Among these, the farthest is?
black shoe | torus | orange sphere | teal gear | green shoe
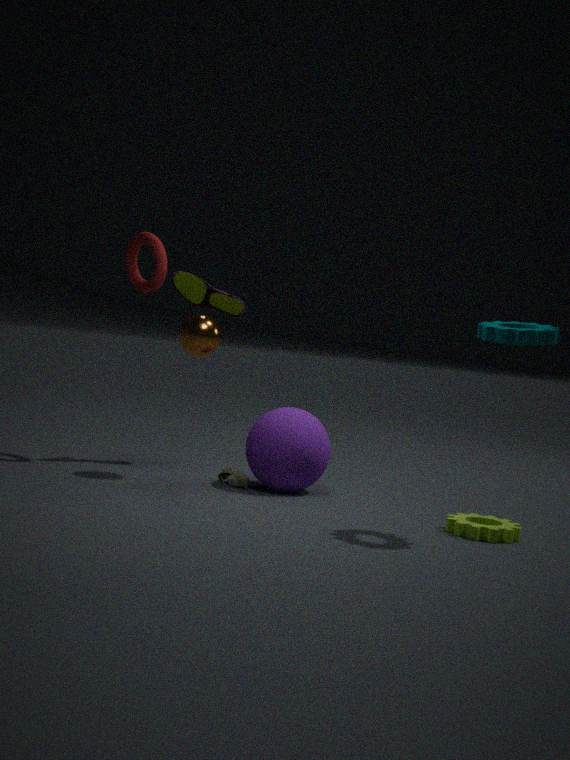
green shoe
